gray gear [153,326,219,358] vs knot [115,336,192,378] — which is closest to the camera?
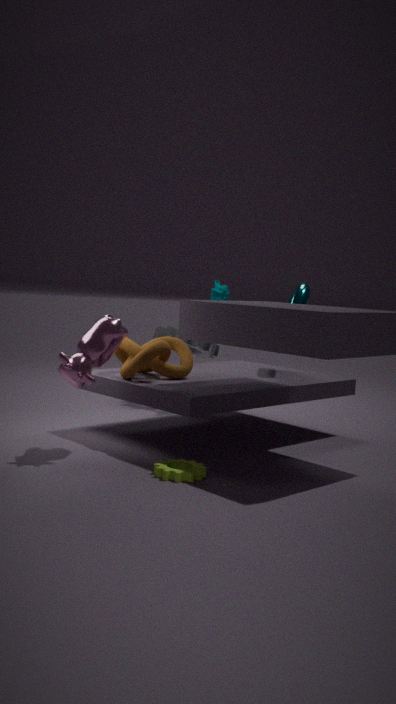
knot [115,336,192,378]
